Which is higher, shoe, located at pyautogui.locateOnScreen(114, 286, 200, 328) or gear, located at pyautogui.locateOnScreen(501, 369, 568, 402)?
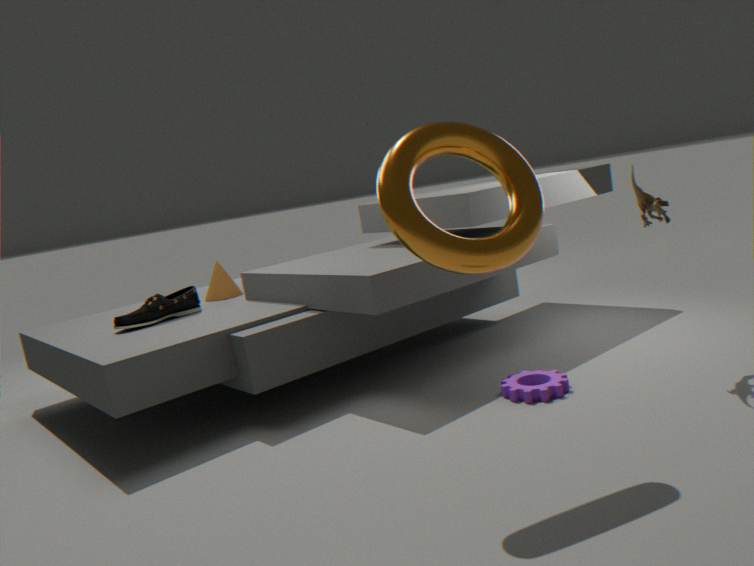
shoe, located at pyautogui.locateOnScreen(114, 286, 200, 328)
